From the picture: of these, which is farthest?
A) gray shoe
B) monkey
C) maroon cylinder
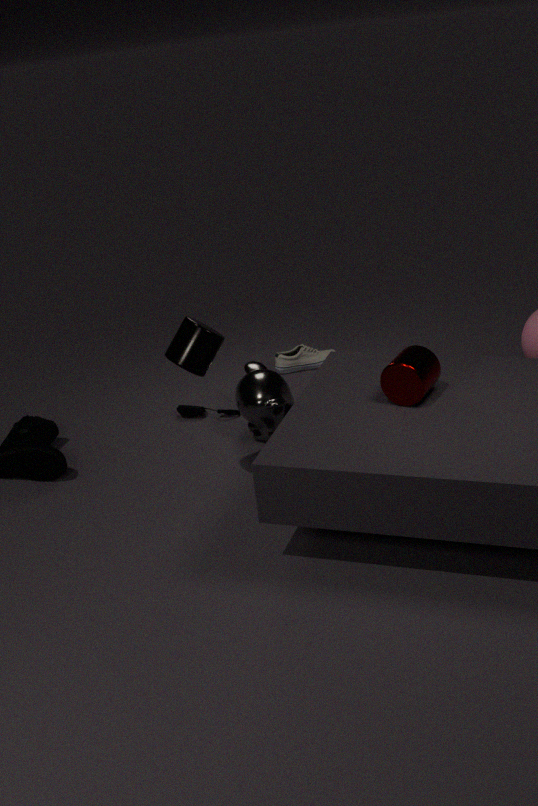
gray shoe
